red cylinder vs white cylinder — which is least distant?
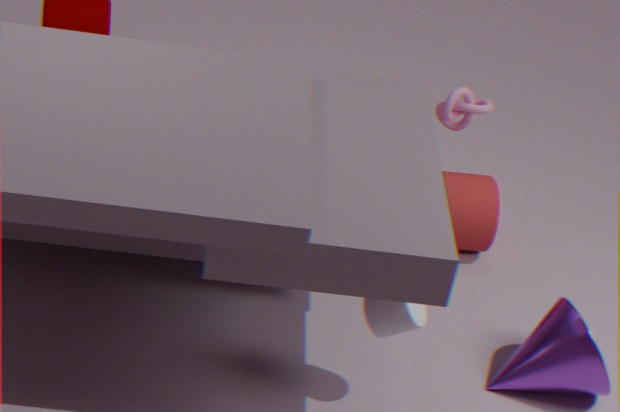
white cylinder
